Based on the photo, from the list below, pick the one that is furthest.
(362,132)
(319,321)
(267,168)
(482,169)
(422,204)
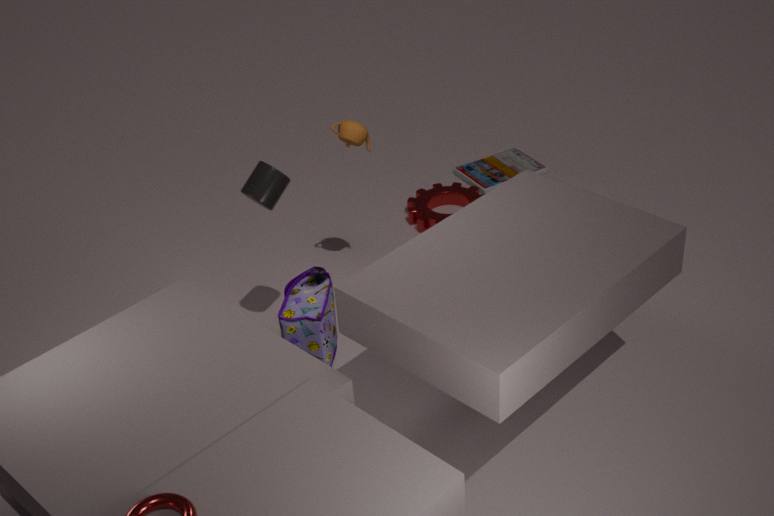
(482,169)
